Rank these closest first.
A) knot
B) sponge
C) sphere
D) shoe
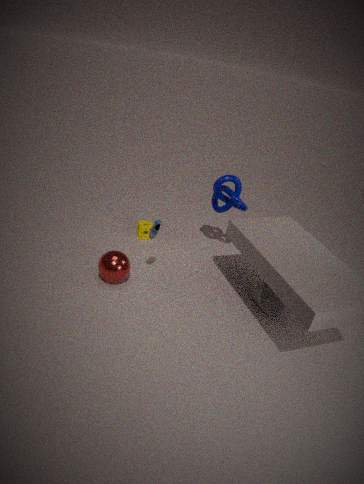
shoe, sphere, knot, sponge
